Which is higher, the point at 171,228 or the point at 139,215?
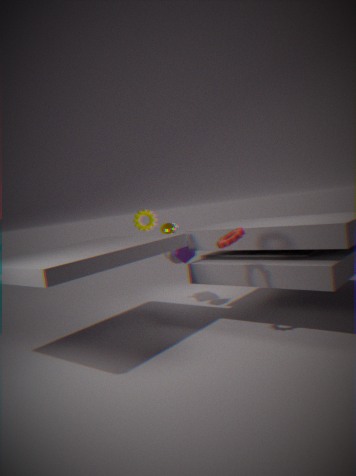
the point at 139,215
